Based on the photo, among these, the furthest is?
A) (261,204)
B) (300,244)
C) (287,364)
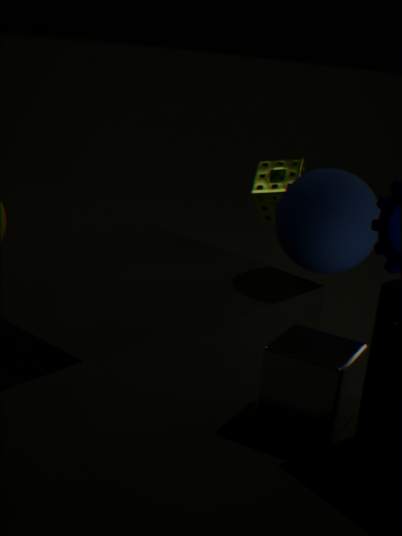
(261,204)
